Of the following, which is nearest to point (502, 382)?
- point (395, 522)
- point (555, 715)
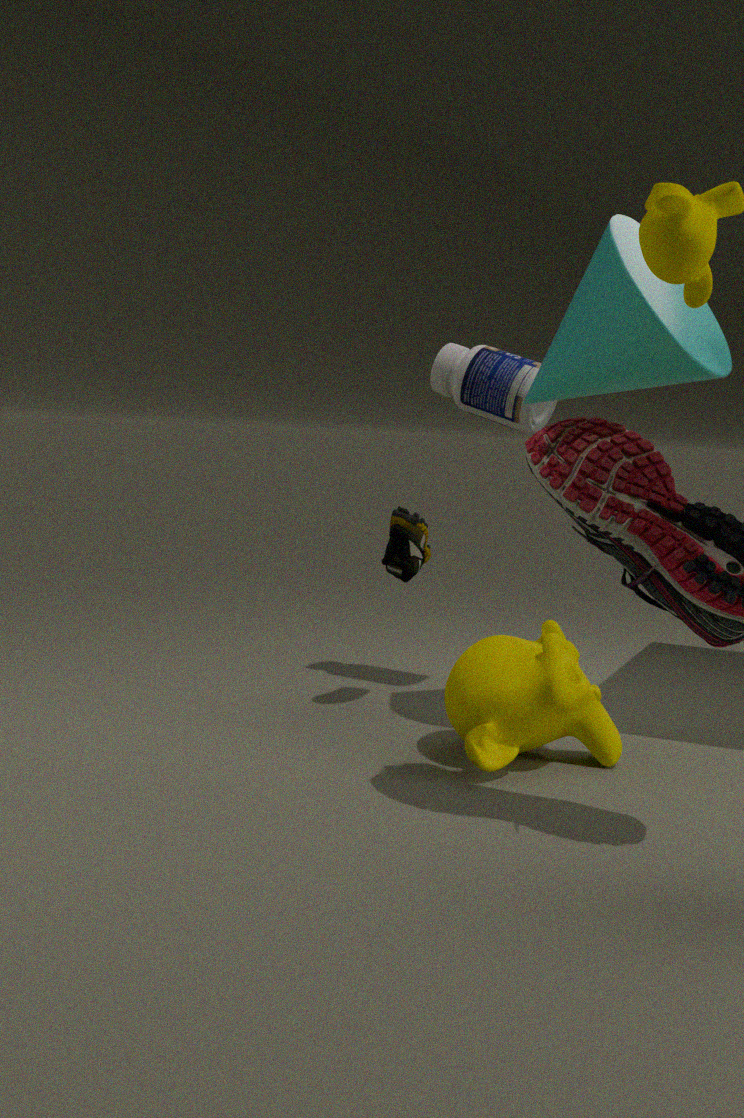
point (395, 522)
